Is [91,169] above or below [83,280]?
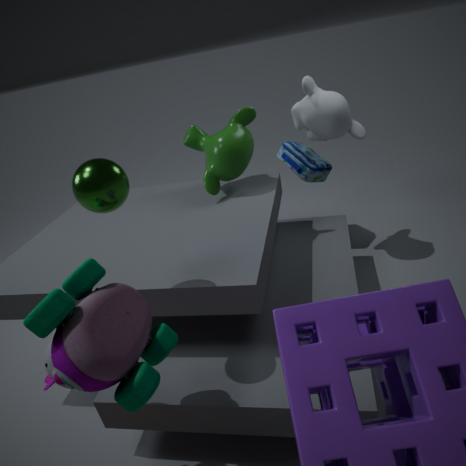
above
